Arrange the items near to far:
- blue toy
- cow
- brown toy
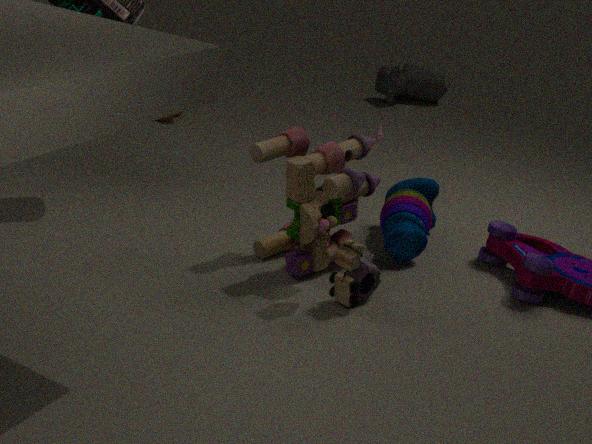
brown toy
blue toy
cow
